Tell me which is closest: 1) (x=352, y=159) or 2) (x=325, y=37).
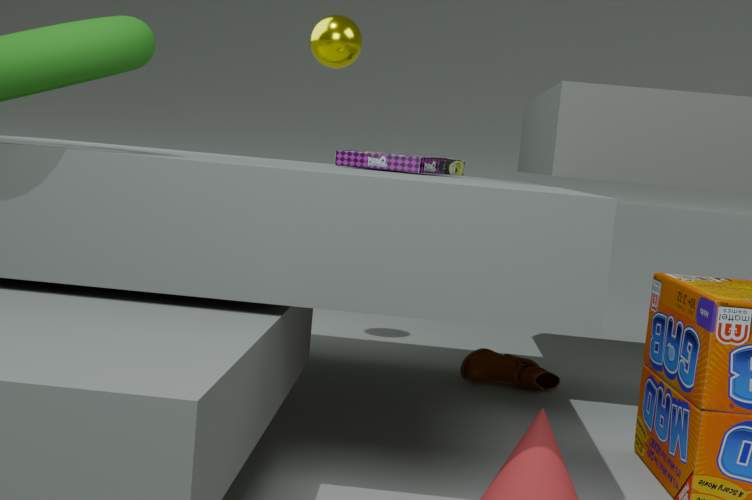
1. (x=352, y=159)
